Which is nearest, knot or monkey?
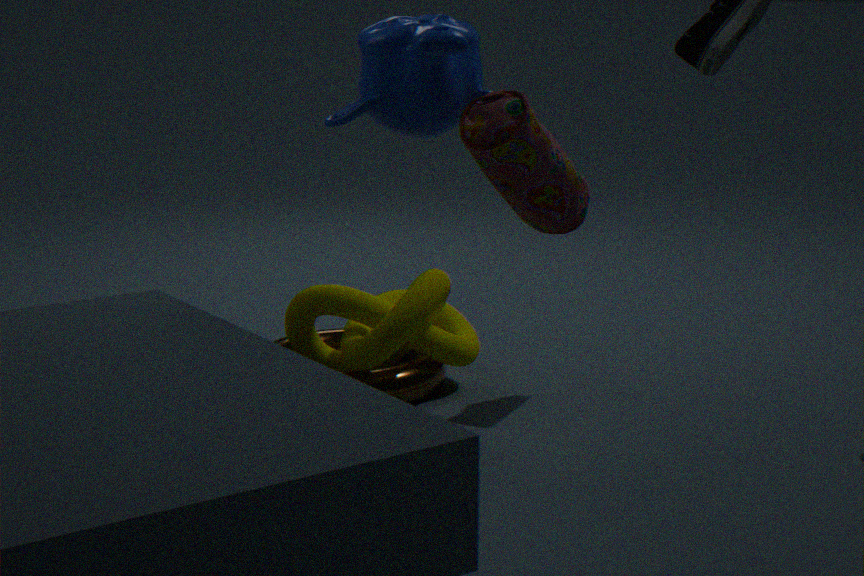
monkey
